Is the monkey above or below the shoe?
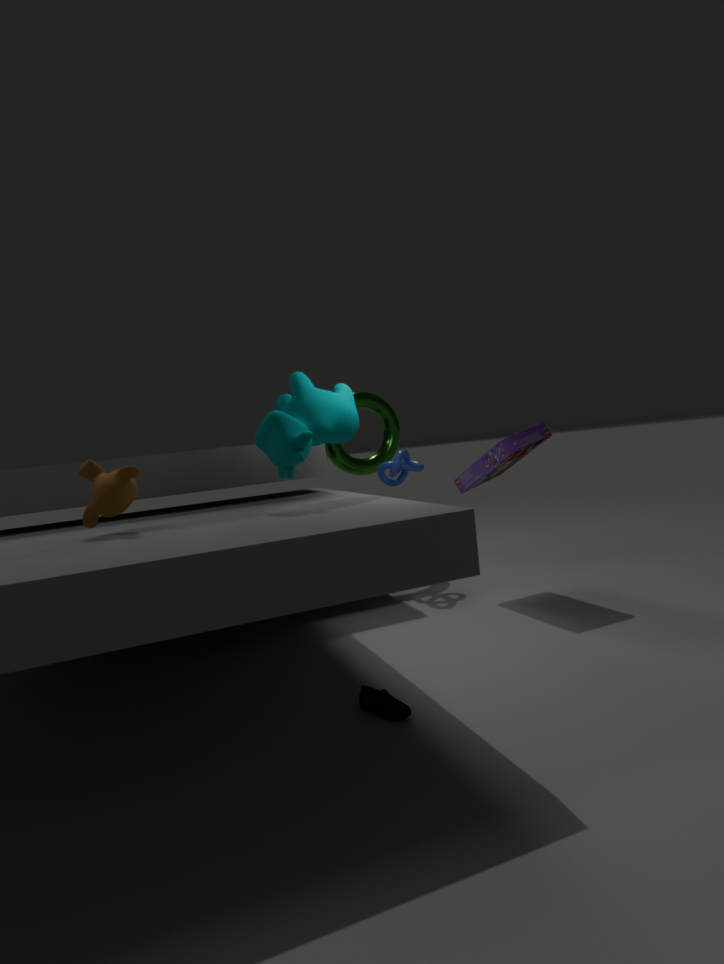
above
